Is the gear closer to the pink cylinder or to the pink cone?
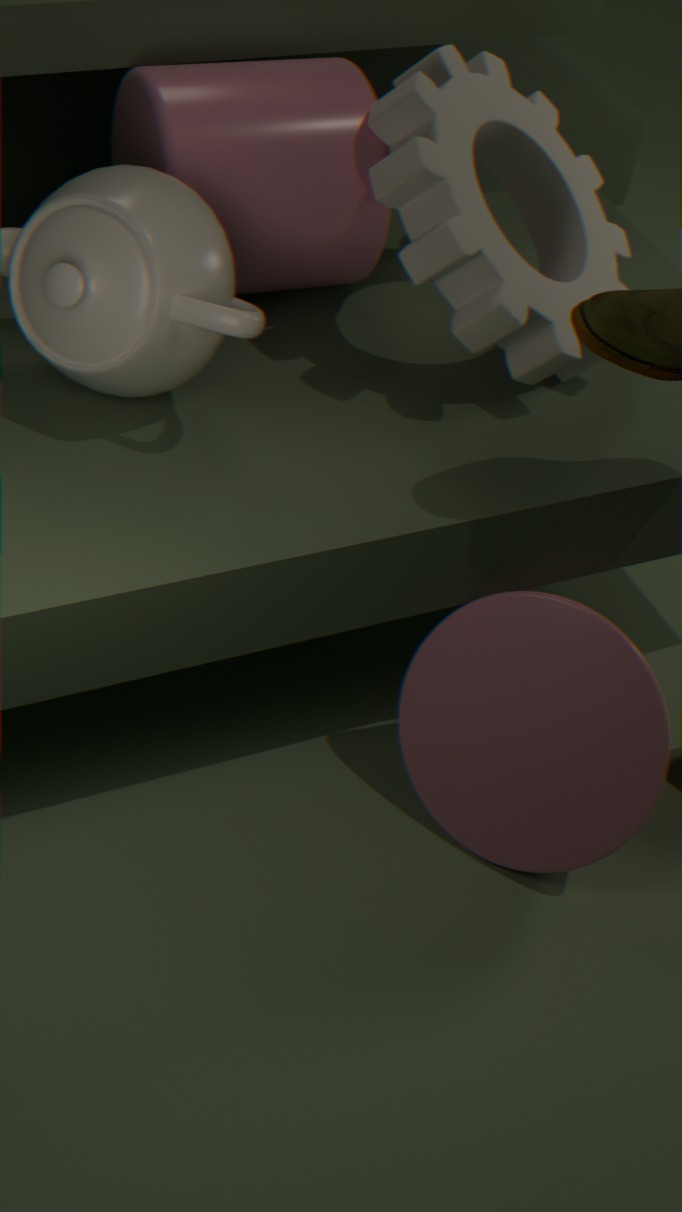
the pink cylinder
